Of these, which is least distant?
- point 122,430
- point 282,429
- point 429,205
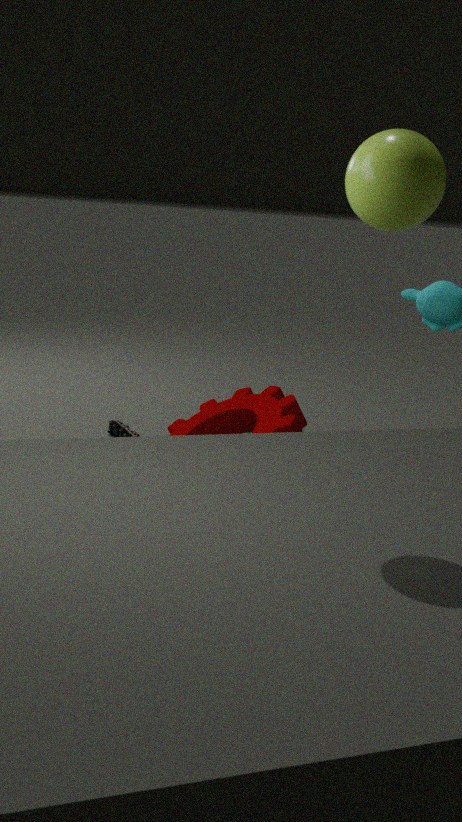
point 429,205
